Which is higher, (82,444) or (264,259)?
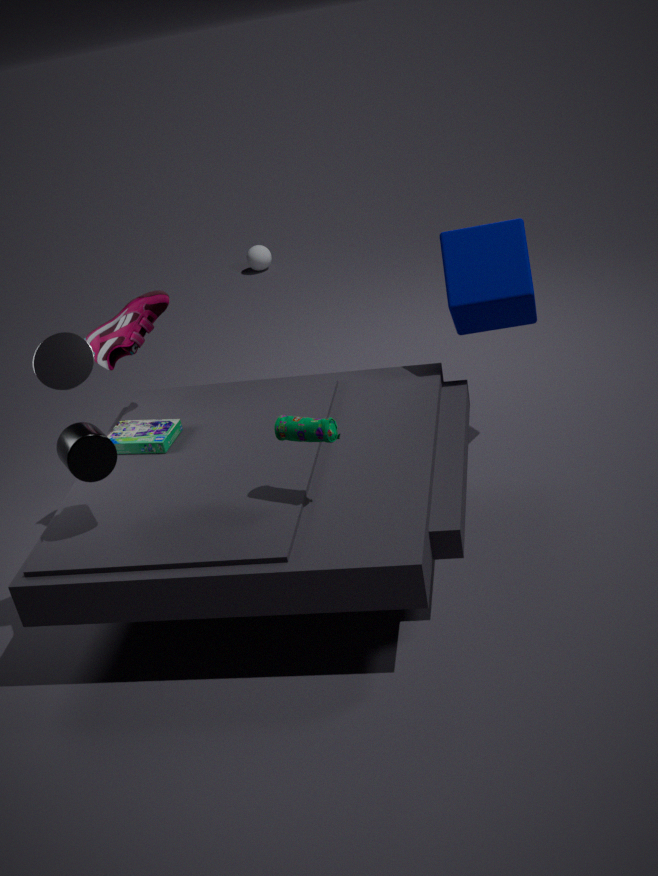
(82,444)
